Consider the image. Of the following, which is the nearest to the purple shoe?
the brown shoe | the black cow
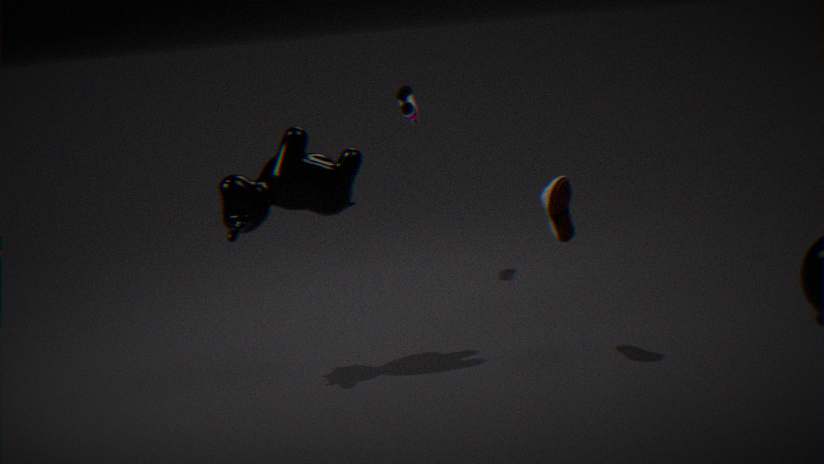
the black cow
